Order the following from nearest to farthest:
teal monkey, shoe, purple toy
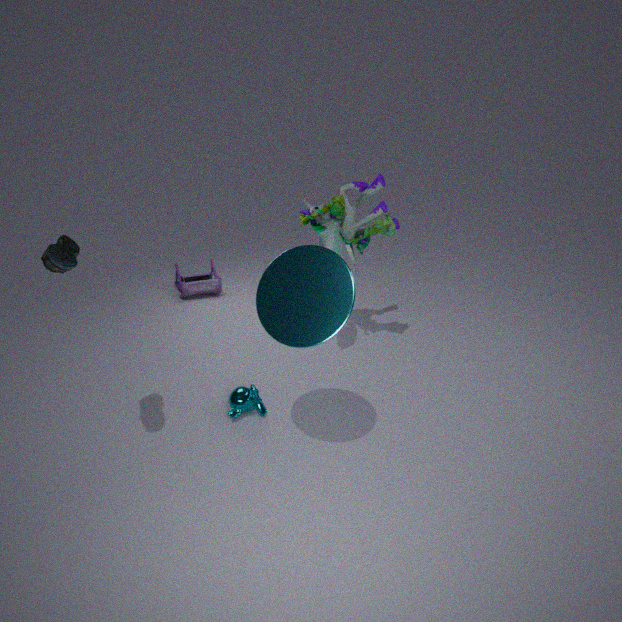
shoe → teal monkey → purple toy
